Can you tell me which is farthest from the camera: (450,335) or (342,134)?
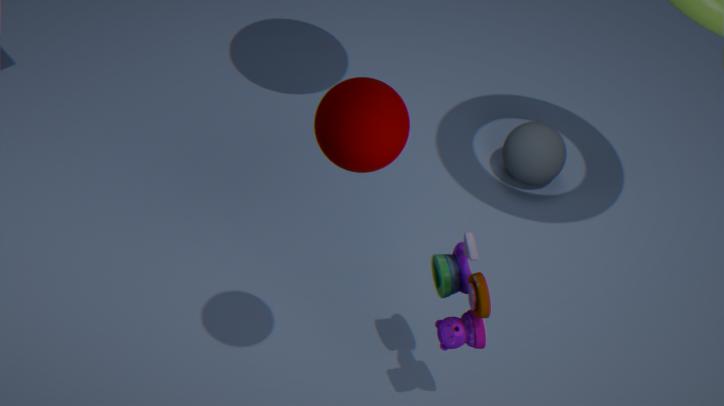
(450,335)
